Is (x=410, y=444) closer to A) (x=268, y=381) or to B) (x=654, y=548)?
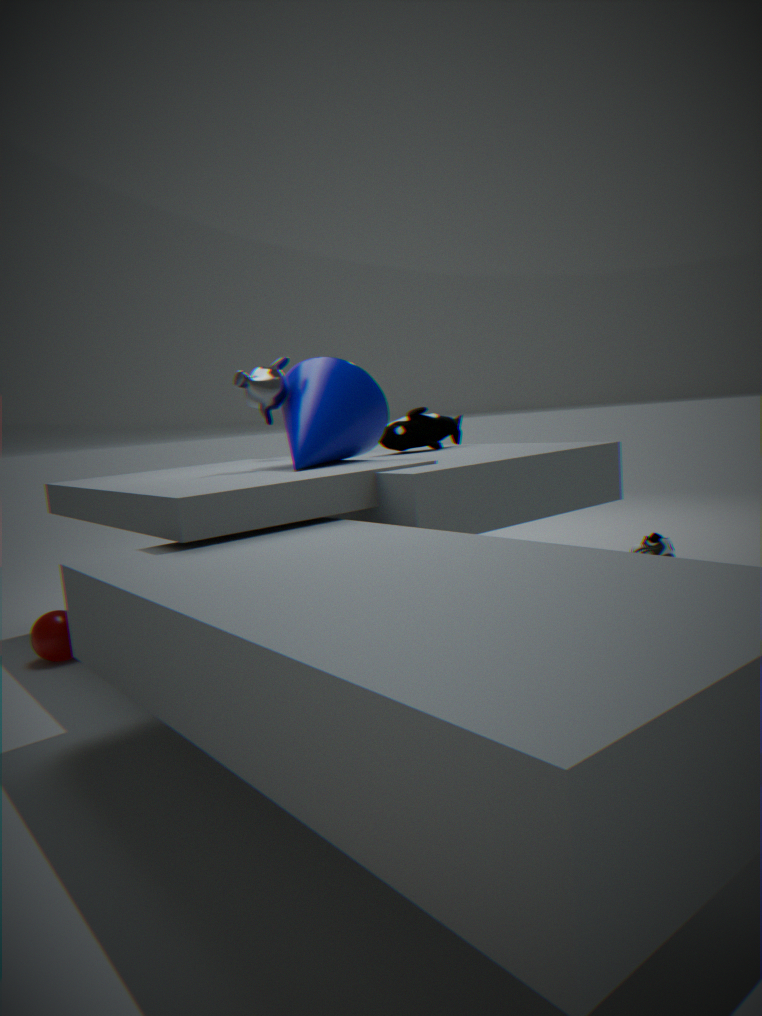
A) (x=268, y=381)
